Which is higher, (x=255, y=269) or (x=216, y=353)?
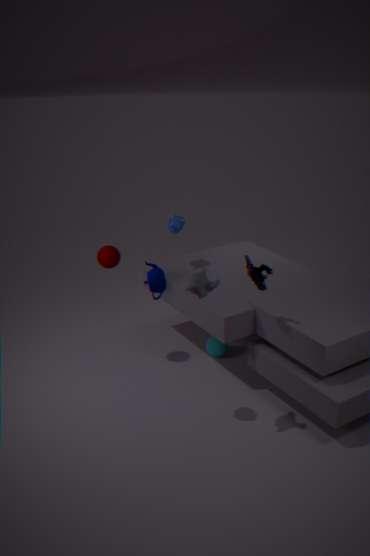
(x=255, y=269)
